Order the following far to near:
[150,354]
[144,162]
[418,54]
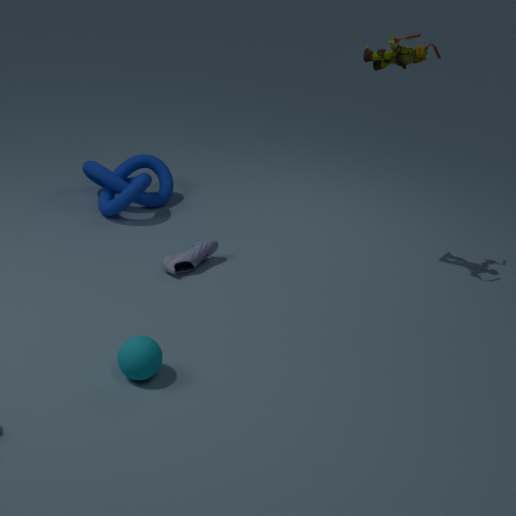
[144,162], [418,54], [150,354]
